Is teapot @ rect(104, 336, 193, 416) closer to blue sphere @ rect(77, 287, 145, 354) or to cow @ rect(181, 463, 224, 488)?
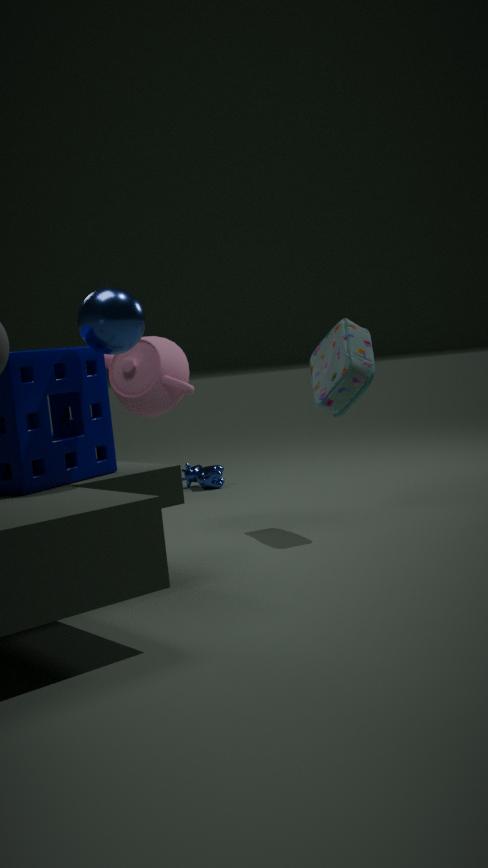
cow @ rect(181, 463, 224, 488)
